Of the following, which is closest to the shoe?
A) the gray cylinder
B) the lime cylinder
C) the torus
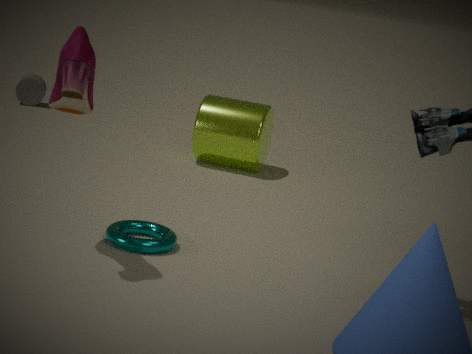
the torus
